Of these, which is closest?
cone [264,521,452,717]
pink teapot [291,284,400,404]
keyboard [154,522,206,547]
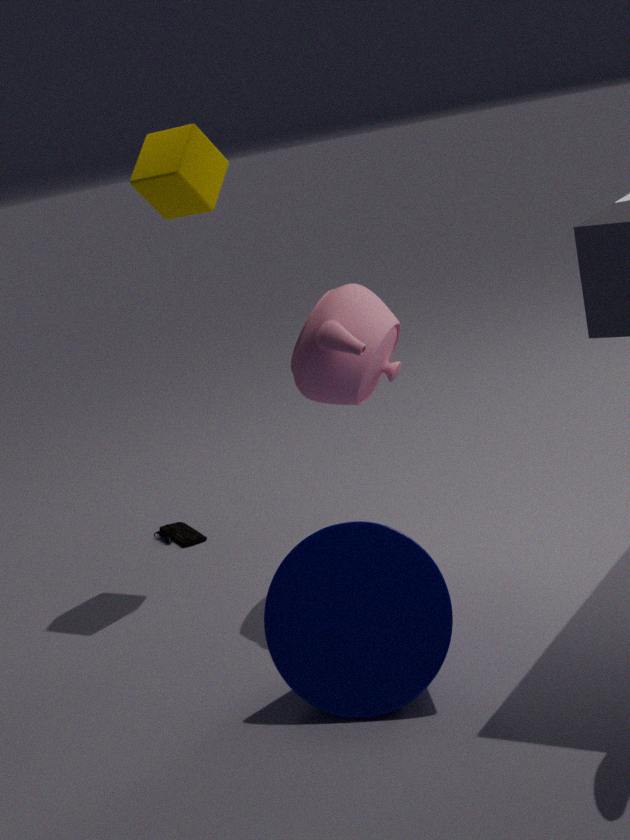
cone [264,521,452,717]
